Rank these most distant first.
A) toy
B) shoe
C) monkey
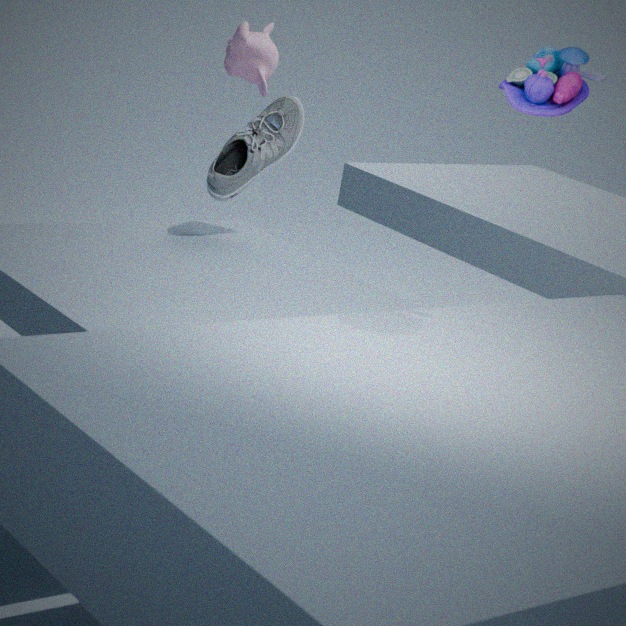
monkey
shoe
toy
